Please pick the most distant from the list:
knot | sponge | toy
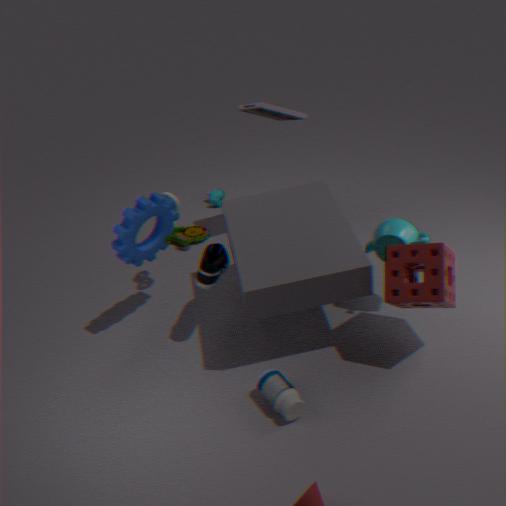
toy
